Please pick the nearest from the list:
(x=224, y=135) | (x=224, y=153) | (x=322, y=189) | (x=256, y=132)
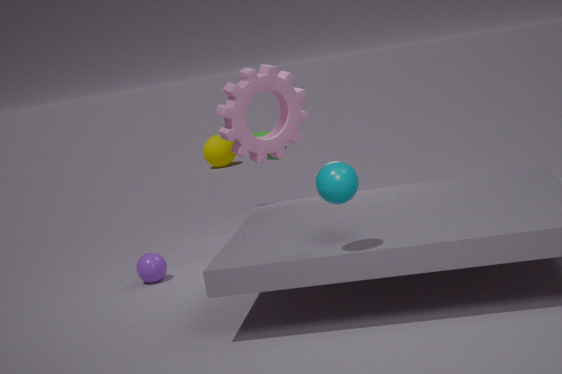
(x=322, y=189)
